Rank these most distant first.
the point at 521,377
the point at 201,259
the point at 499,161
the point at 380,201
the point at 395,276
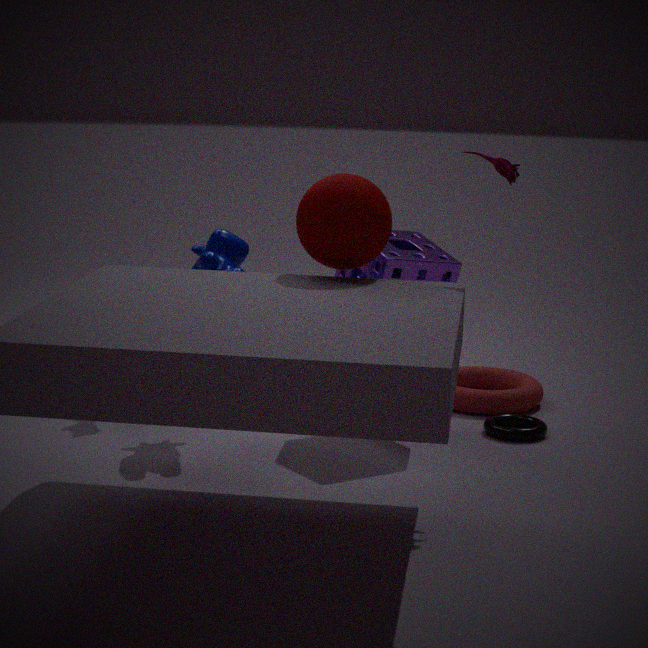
1. the point at 521,377
2. the point at 395,276
3. the point at 201,259
4. the point at 499,161
5. the point at 380,201
